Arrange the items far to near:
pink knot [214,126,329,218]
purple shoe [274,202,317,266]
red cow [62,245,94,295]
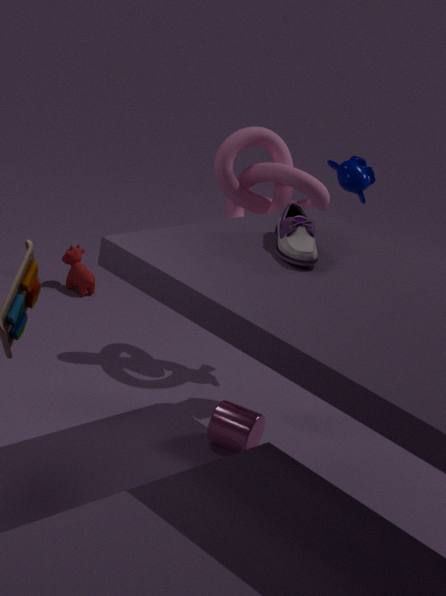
red cow [62,245,94,295]
pink knot [214,126,329,218]
purple shoe [274,202,317,266]
